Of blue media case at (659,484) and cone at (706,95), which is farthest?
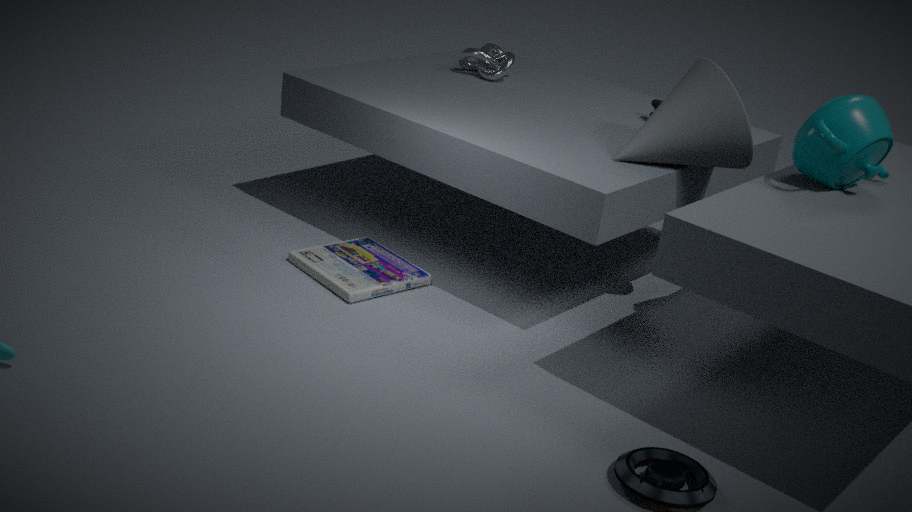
cone at (706,95)
